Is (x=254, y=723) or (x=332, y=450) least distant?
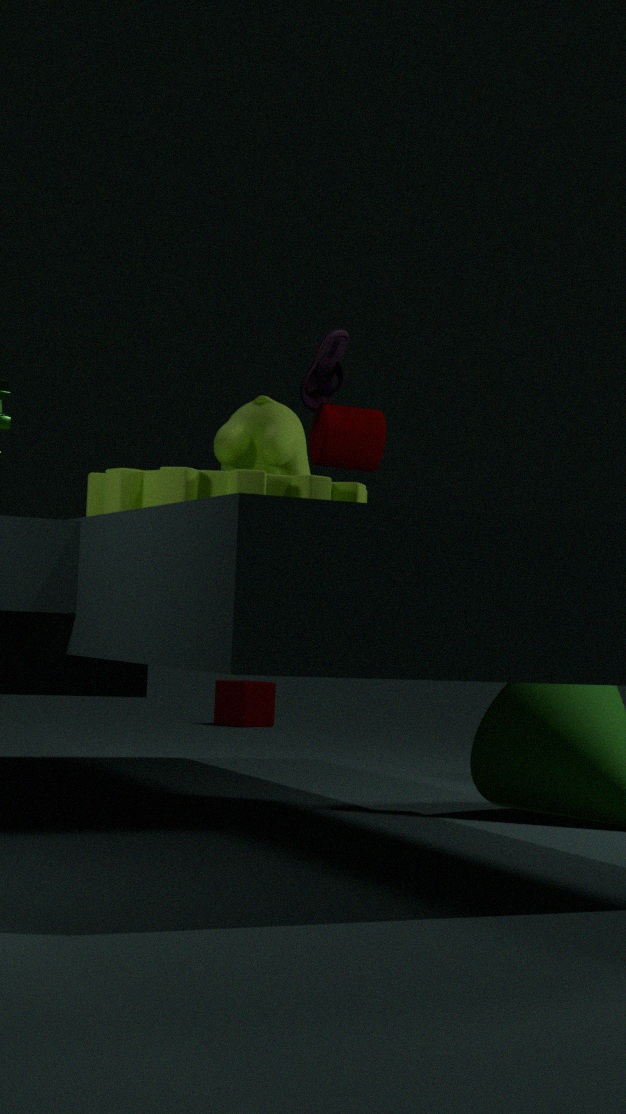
(x=332, y=450)
